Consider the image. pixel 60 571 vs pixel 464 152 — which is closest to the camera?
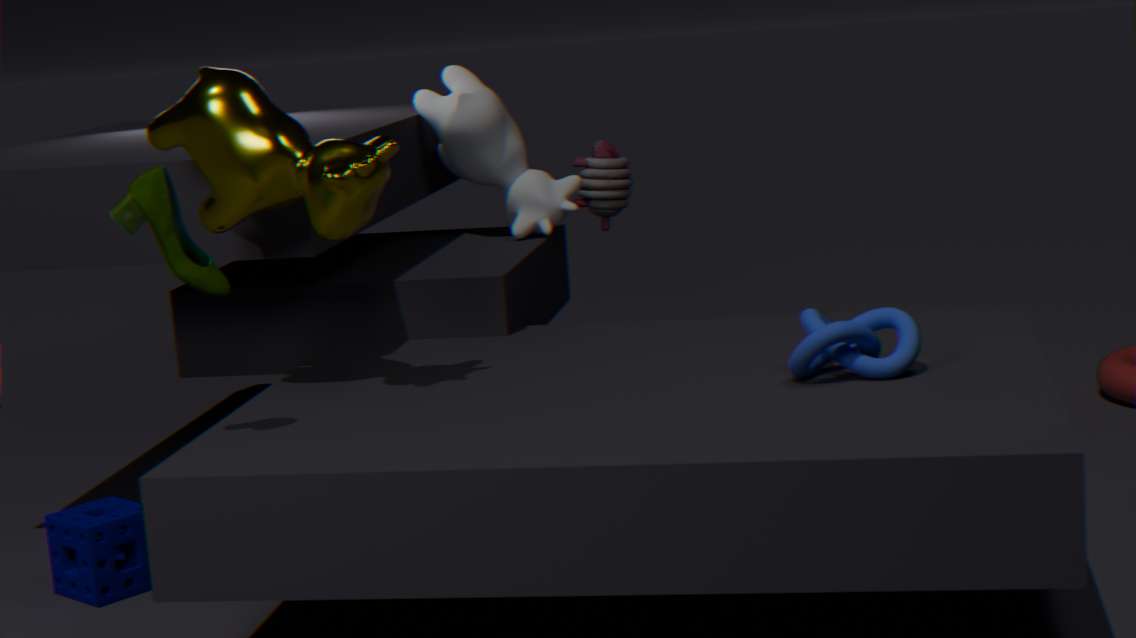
pixel 60 571
